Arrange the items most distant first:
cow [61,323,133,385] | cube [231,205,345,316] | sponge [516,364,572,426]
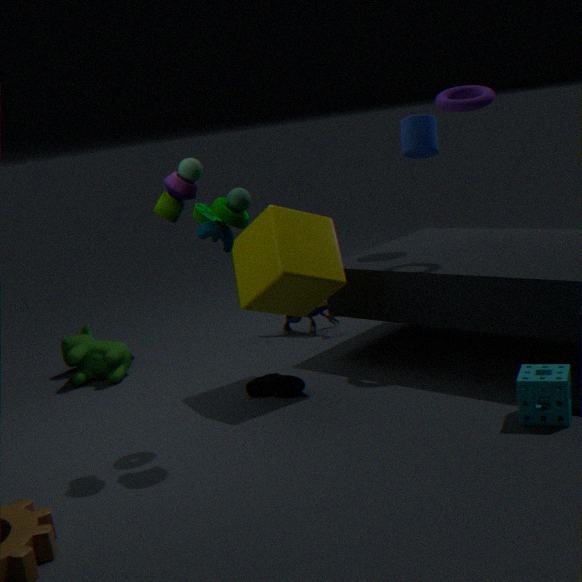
cow [61,323,133,385], cube [231,205,345,316], sponge [516,364,572,426]
